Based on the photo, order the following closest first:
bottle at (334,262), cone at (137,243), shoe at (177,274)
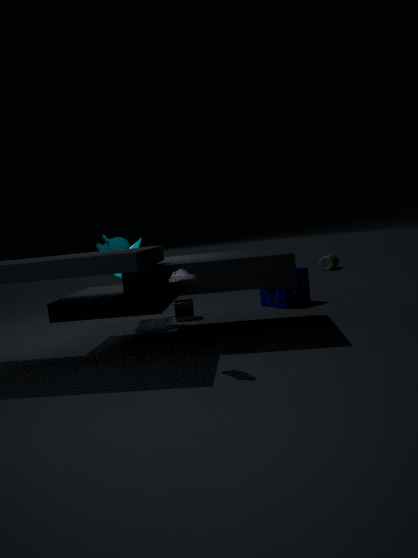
shoe at (177,274) < cone at (137,243) < bottle at (334,262)
